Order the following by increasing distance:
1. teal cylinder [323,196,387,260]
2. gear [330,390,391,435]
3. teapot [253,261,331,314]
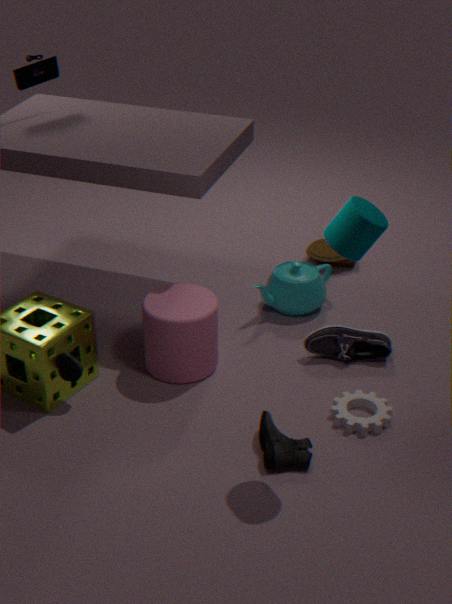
1. teal cylinder [323,196,387,260]
2. gear [330,390,391,435]
3. teapot [253,261,331,314]
